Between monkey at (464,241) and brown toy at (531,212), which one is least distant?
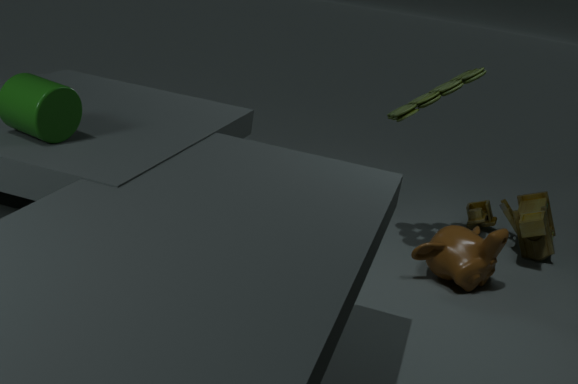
monkey at (464,241)
